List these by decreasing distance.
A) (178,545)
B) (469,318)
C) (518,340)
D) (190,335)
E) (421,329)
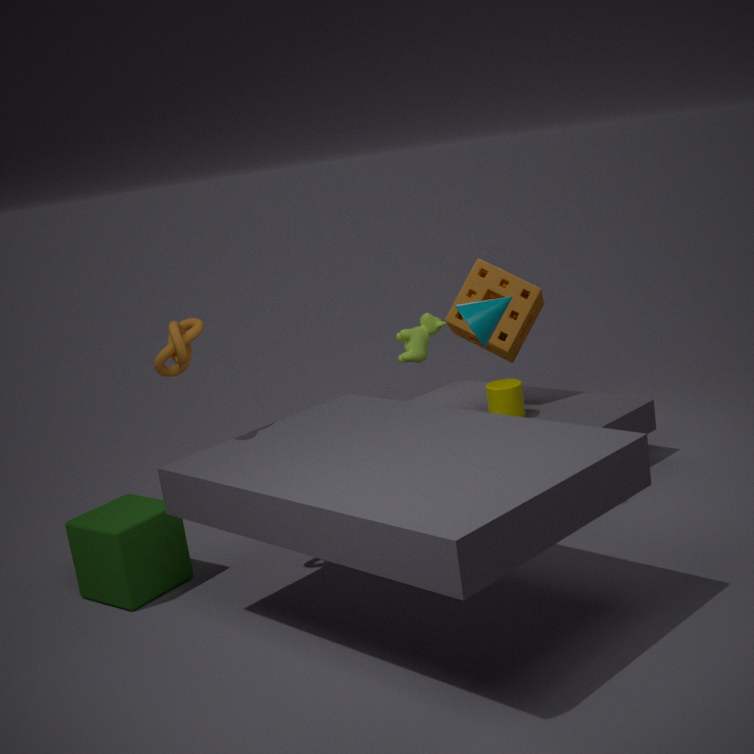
(518,340), (421,329), (178,545), (469,318), (190,335)
